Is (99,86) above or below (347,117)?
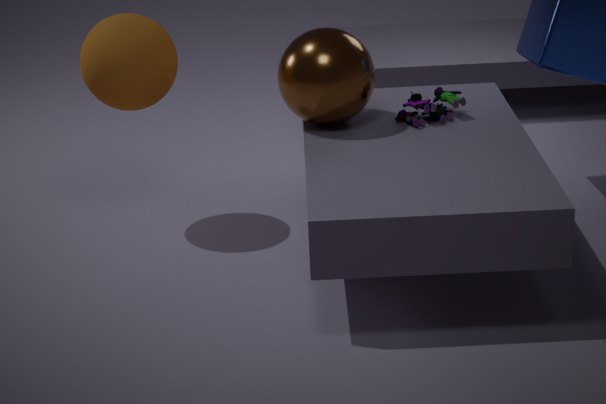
above
